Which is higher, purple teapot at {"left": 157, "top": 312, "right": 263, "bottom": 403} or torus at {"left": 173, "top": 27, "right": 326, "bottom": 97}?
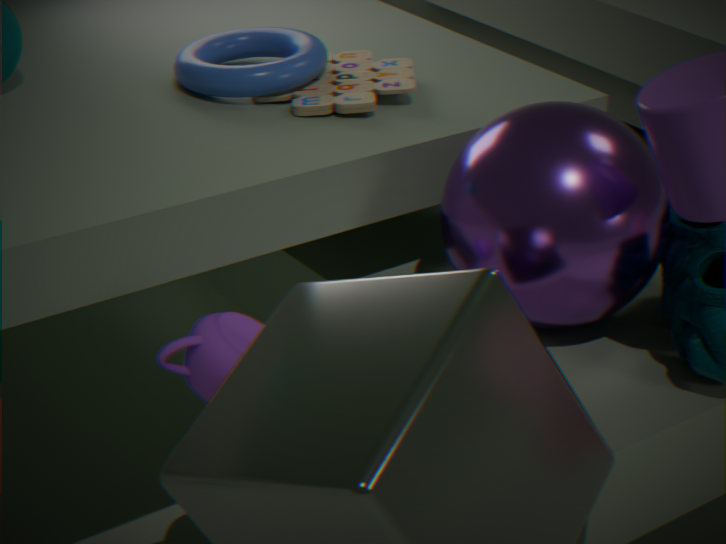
torus at {"left": 173, "top": 27, "right": 326, "bottom": 97}
